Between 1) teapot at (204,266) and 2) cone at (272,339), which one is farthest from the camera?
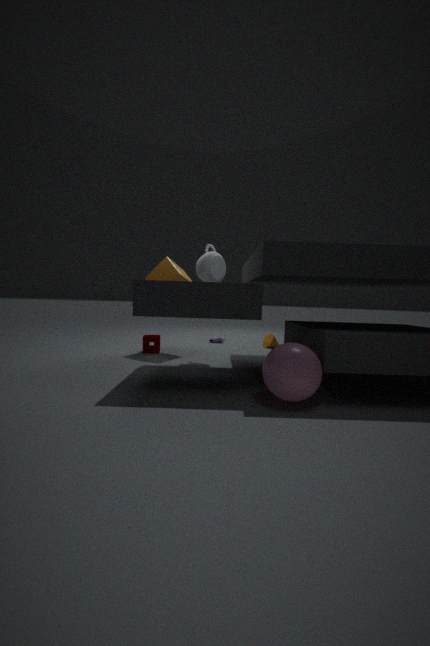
2. cone at (272,339)
